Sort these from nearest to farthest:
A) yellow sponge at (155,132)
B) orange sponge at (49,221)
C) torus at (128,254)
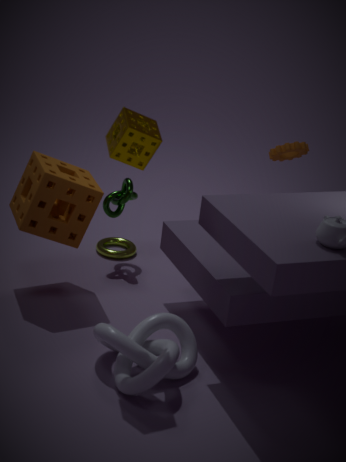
1. yellow sponge at (155,132)
2. orange sponge at (49,221)
3. torus at (128,254)
